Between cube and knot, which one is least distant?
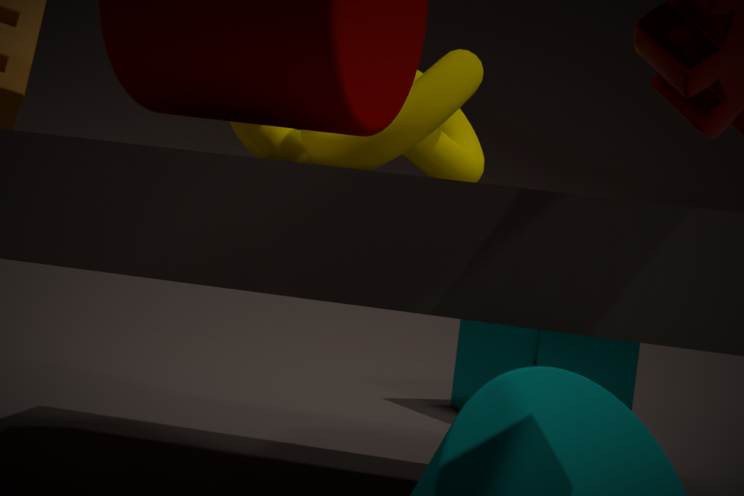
knot
